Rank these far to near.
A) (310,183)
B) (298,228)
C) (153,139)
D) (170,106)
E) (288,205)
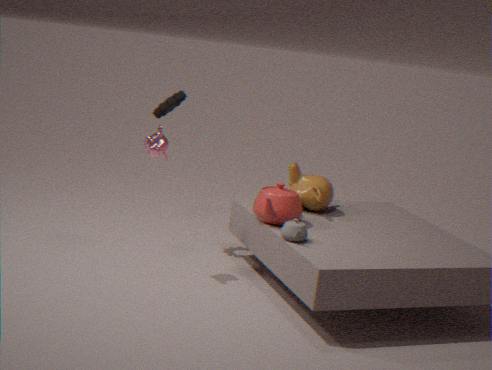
(170,106), (310,183), (288,205), (153,139), (298,228)
